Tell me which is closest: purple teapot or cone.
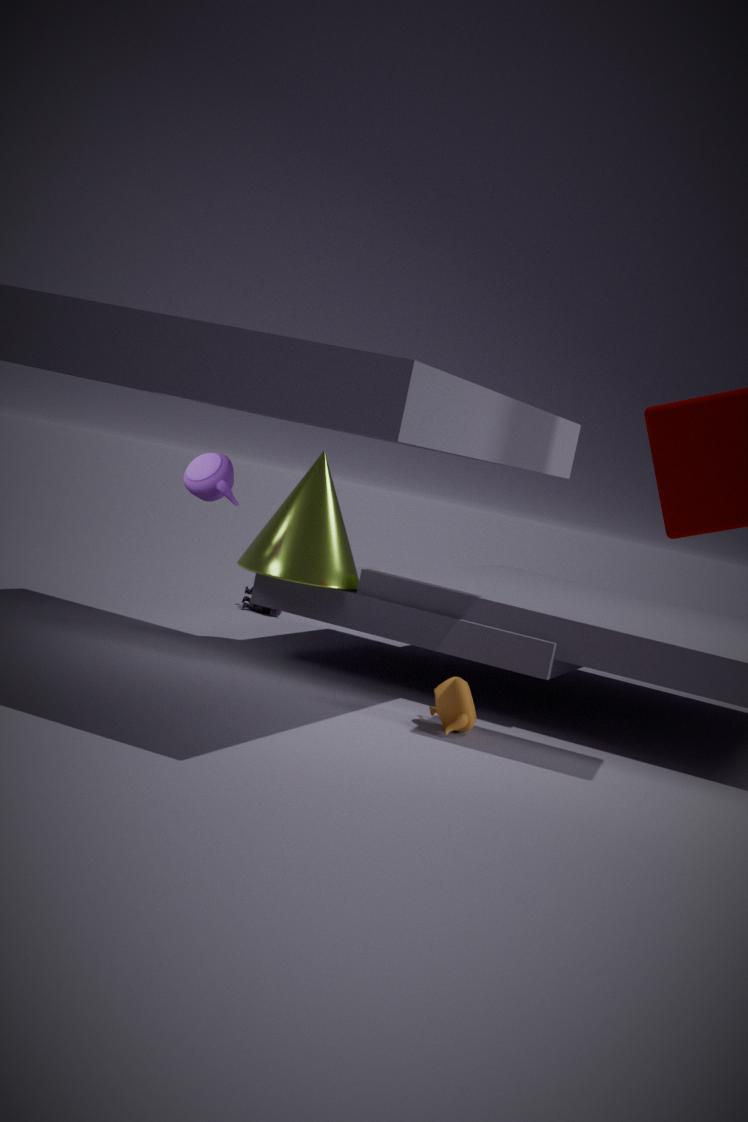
purple teapot
